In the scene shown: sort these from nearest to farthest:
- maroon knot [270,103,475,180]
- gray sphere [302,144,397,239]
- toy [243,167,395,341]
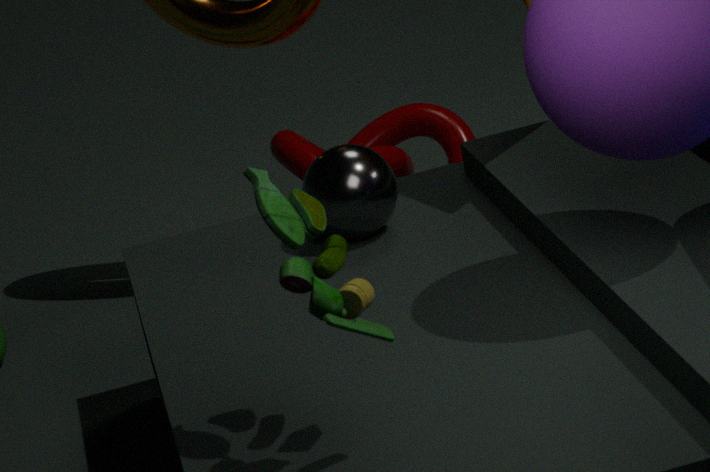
toy [243,167,395,341]
gray sphere [302,144,397,239]
maroon knot [270,103,475,180]
